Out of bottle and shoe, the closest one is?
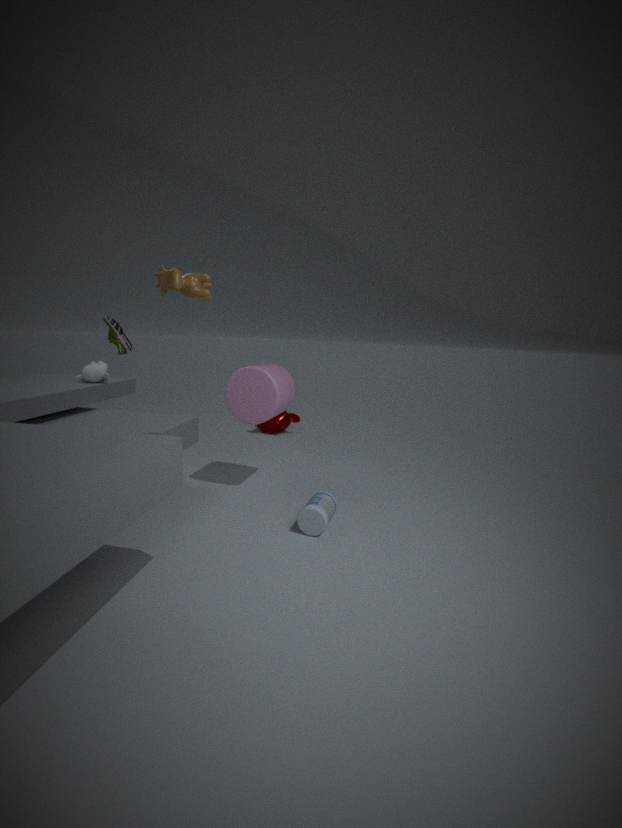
shoe
